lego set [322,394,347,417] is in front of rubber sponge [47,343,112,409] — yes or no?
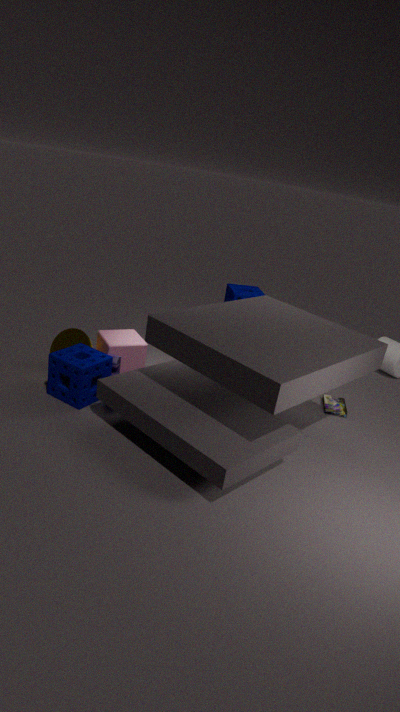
No
